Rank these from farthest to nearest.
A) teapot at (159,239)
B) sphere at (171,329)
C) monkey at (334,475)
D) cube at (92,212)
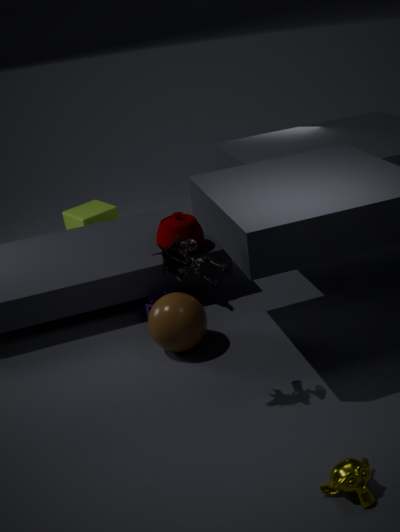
cube at (92,212) → teapot at (159,239) → sphere at (171,329) → monkey at (334,475)
